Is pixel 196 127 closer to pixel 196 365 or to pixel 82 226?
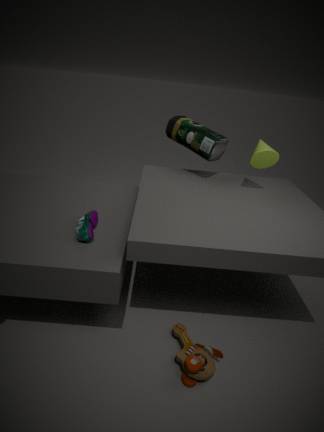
pixel 82 226
